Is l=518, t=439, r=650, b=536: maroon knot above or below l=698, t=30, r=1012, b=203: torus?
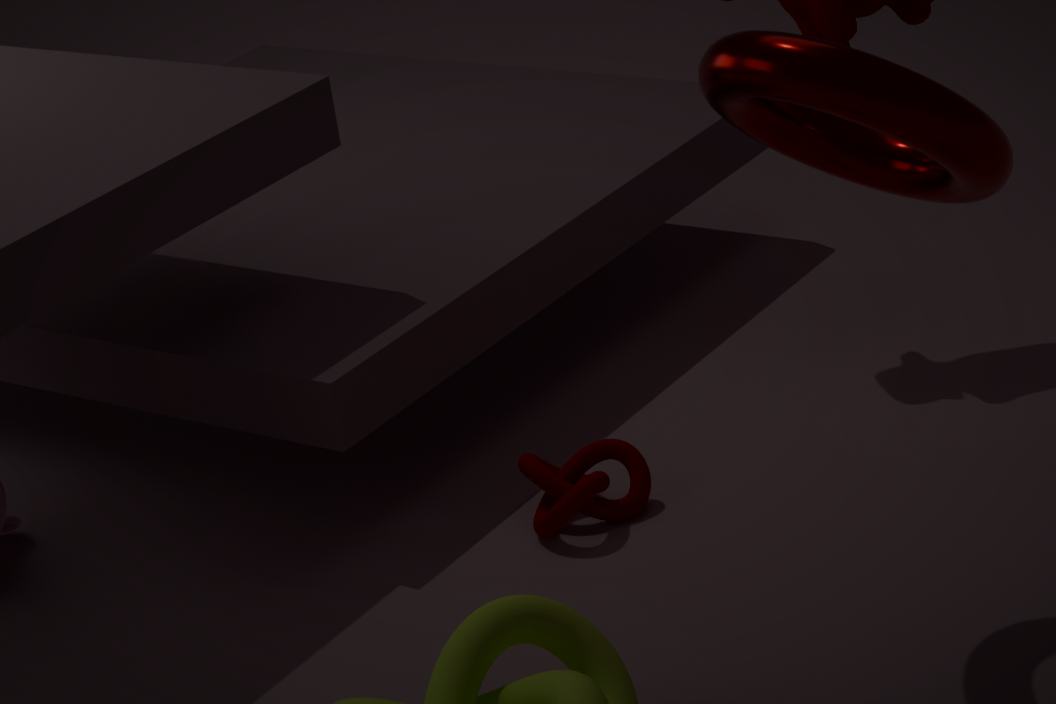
below
